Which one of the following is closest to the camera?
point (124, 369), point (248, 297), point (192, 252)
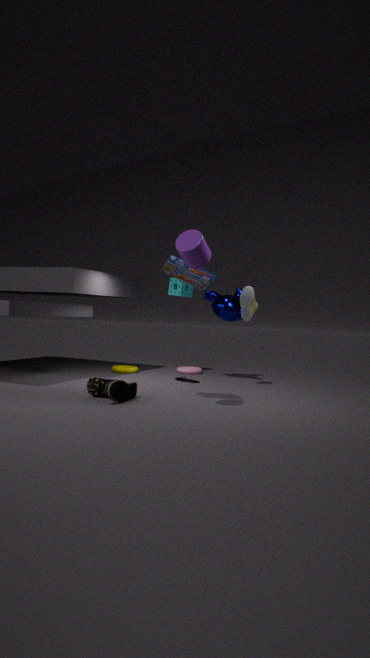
point (192, 252)
